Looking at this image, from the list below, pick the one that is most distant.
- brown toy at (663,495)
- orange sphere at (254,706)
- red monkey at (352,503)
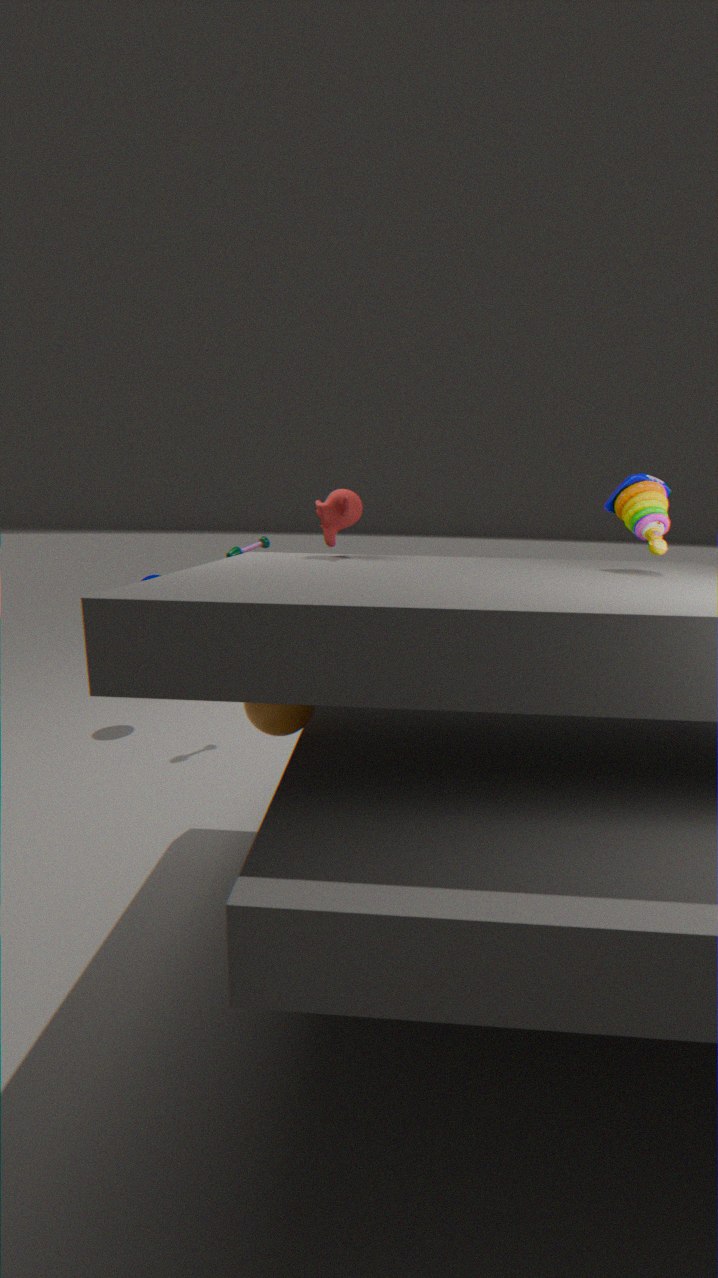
red monkey at (352,503)
